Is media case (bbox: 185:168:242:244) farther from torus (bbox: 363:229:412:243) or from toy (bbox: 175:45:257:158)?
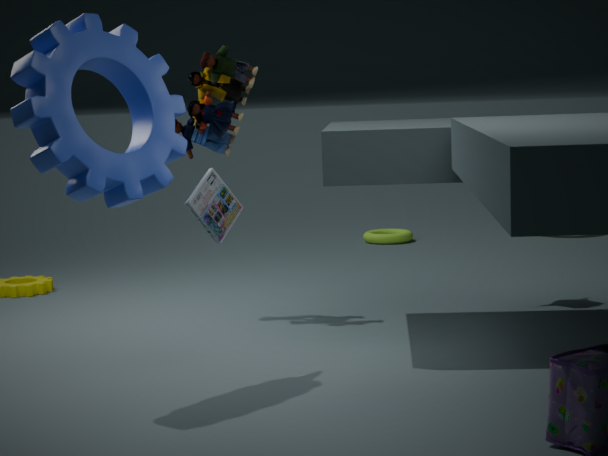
torus (bbox: 363:229:412:243)
